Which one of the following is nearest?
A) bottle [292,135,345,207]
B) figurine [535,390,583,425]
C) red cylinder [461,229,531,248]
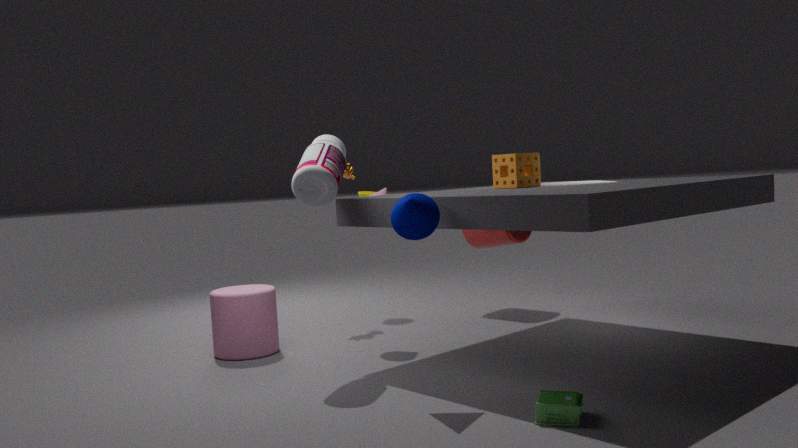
figurine [535,390,583,425]
